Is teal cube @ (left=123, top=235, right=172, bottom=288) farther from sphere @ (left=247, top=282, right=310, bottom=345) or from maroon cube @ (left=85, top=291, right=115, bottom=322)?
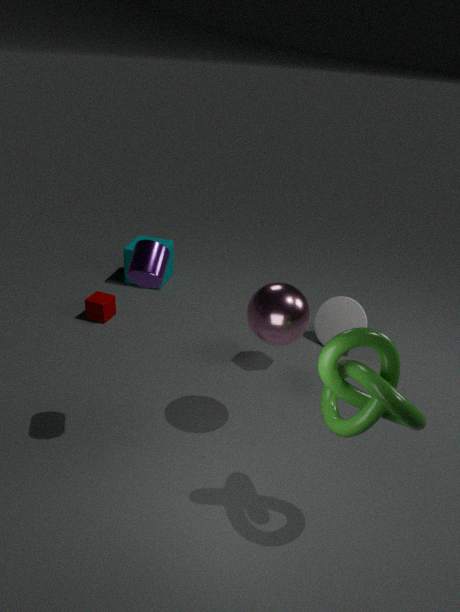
sphere @ (left=247, top=282, right=310, bottom=345)
